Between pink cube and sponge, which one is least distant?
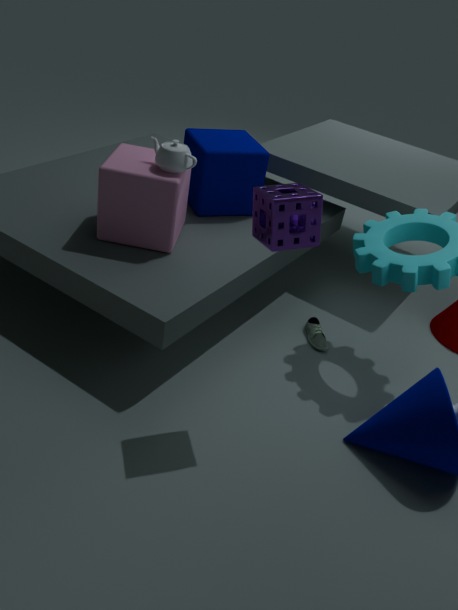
sponge
